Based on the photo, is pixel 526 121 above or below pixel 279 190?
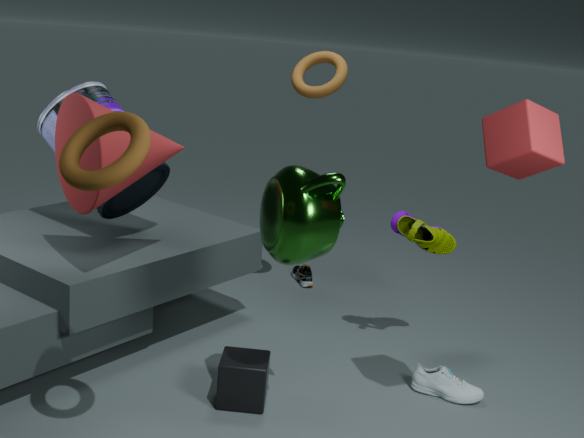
above
